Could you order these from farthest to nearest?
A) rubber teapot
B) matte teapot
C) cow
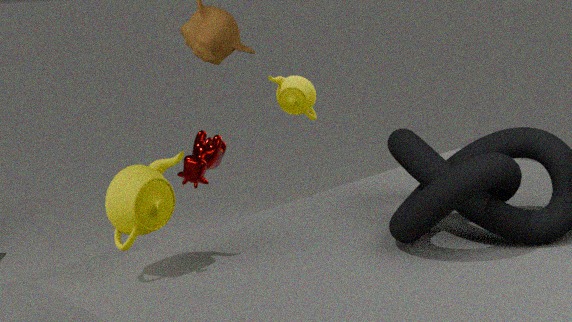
matte teapot
cow
rubber teapot
